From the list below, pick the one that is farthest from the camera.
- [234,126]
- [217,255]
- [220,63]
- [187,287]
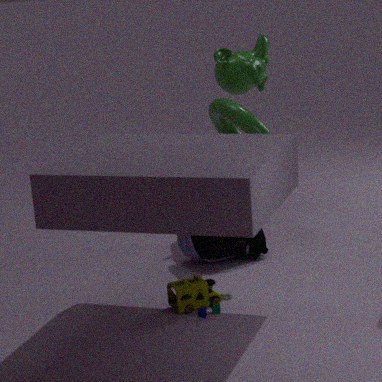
[234,126]
